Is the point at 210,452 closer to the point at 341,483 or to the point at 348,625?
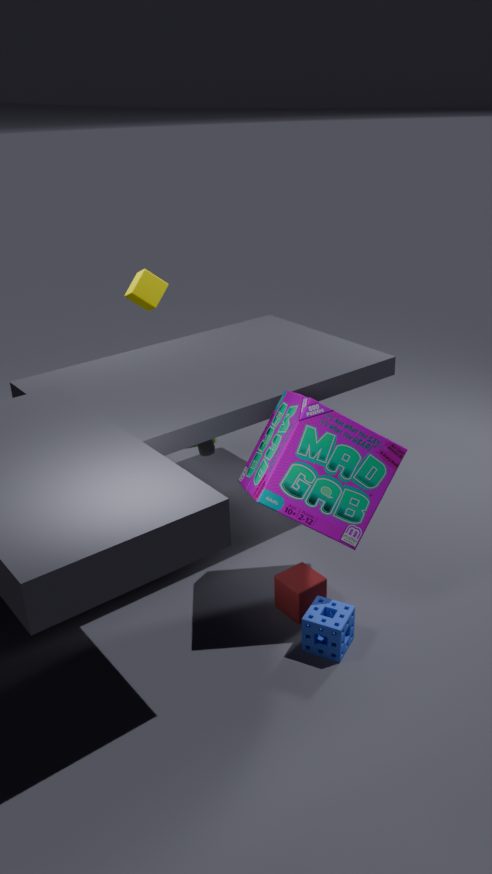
the point at 341,483
